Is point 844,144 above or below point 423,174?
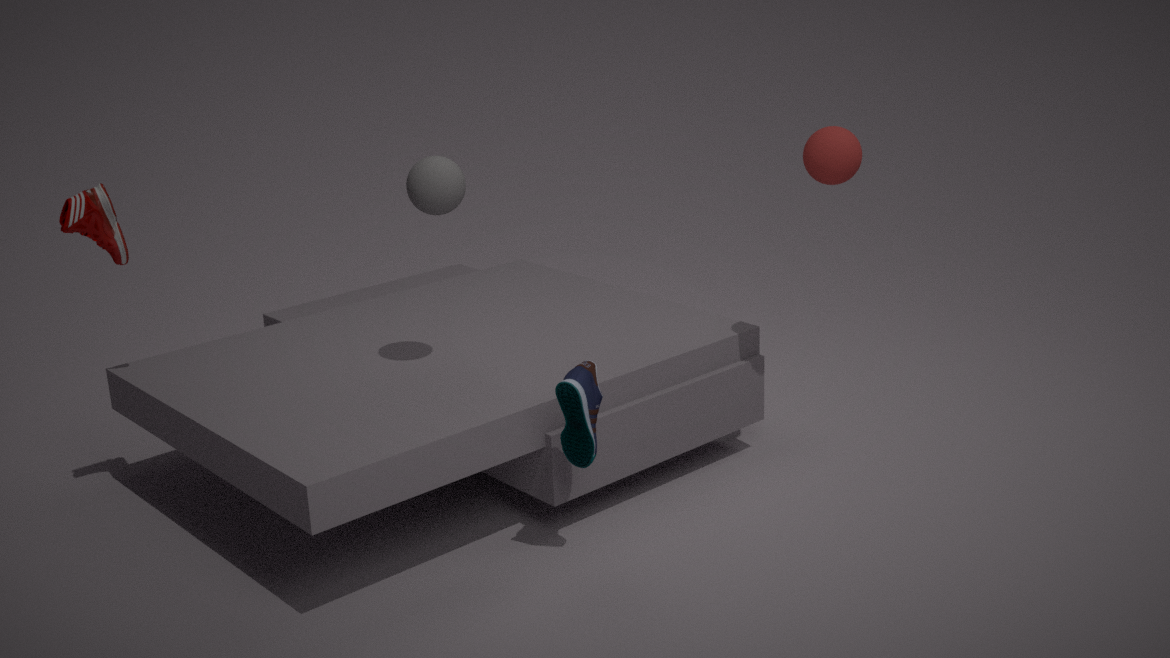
above
